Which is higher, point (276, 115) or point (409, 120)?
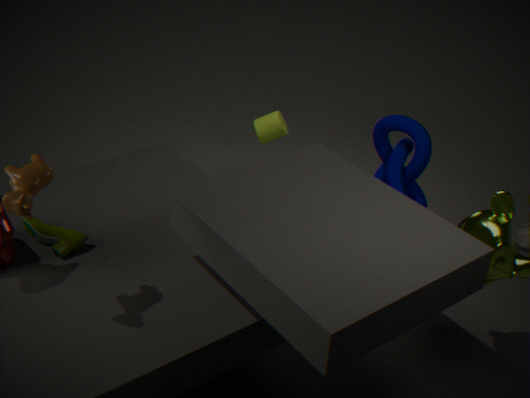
point (409, 120)
